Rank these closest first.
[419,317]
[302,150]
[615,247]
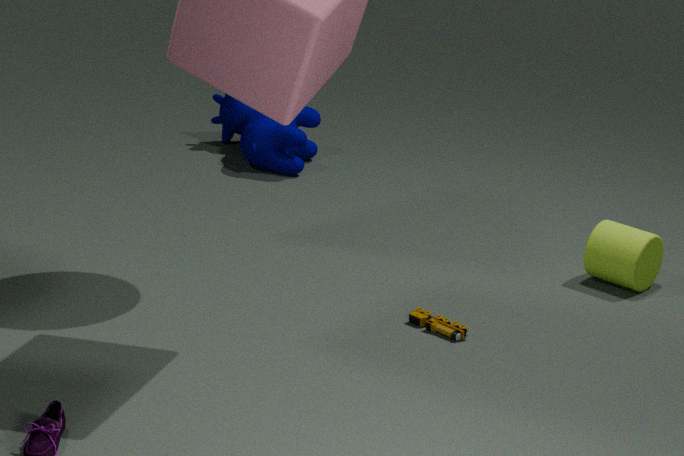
[419,317], [615,247], [302,150]
